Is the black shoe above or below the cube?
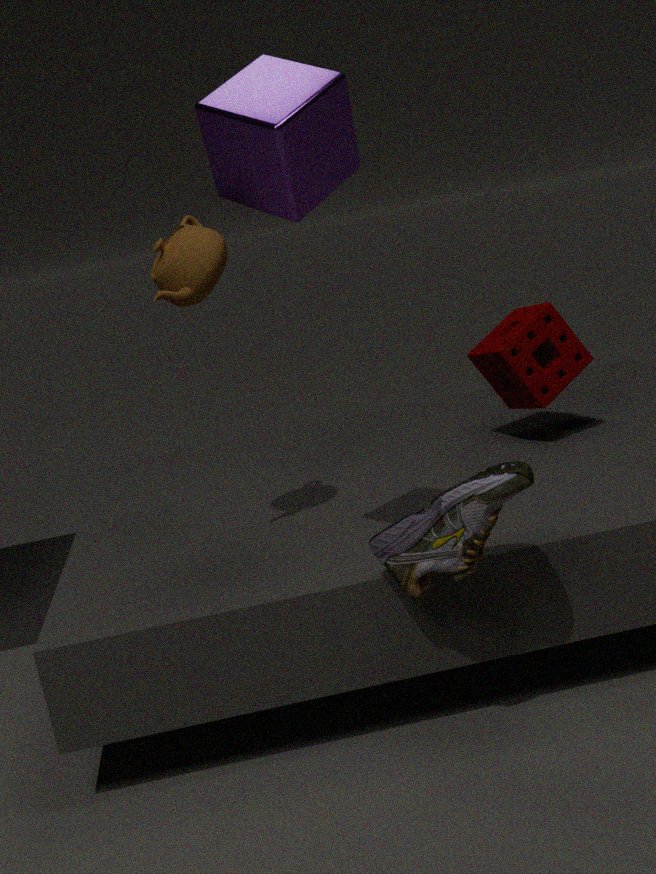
below
